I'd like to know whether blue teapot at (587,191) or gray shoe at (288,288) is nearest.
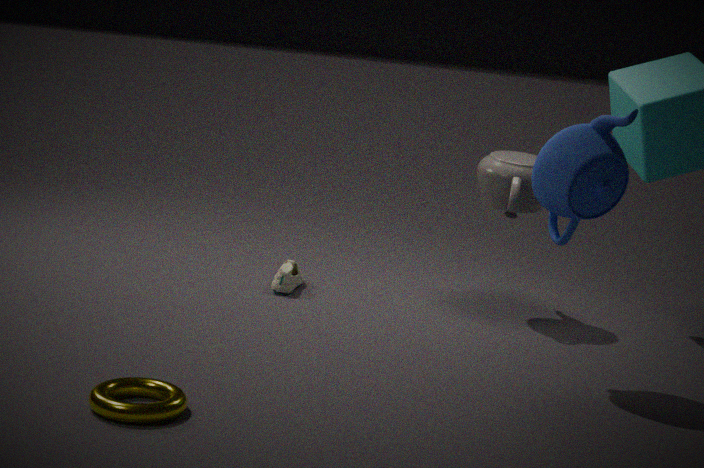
blue teapot at (587,191)
